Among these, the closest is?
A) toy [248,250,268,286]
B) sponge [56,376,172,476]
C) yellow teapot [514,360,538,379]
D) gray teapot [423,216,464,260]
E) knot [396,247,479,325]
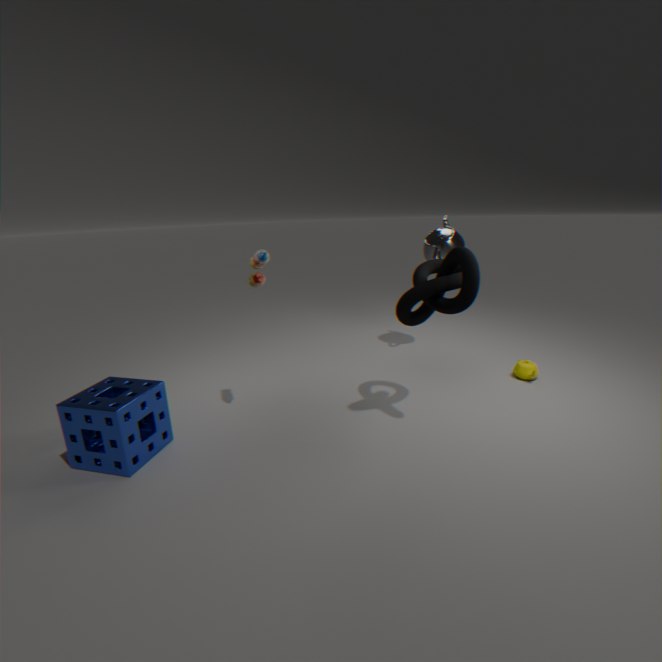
sponge [56,376,172,476]
